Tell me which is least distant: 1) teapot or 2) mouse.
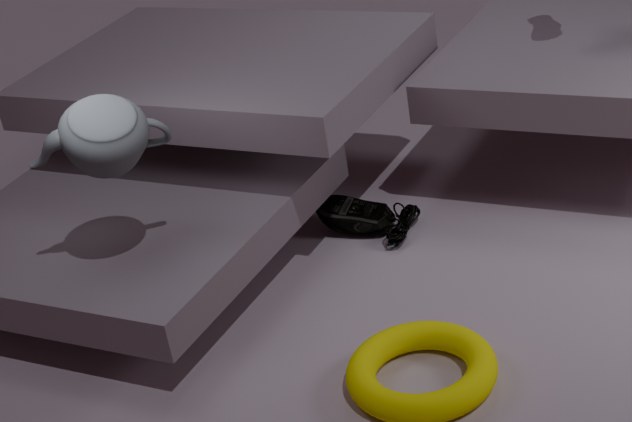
1. teapot
